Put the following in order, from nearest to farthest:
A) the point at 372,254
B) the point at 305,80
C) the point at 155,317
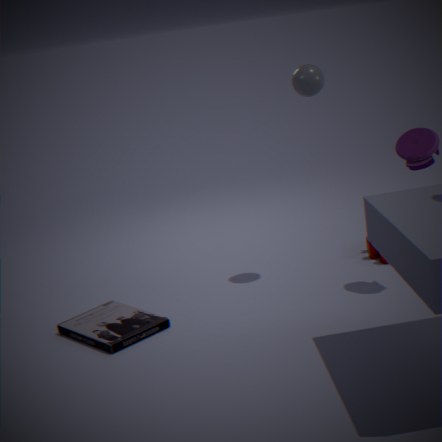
the point at 155,317 → the point at 305,80 → the point at 372,254
